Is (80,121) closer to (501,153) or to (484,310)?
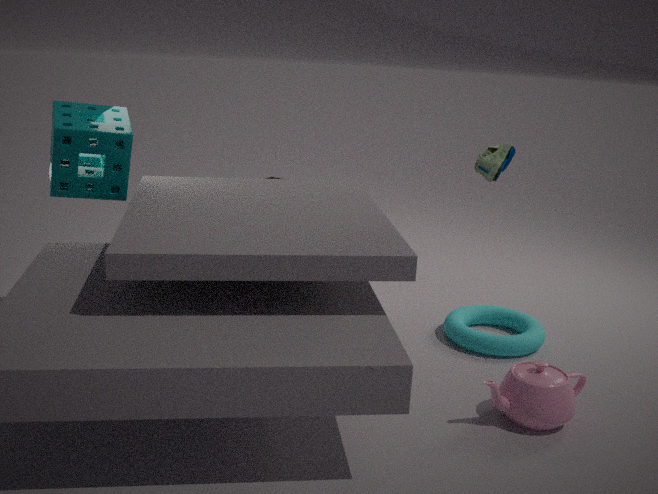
(501,153)
